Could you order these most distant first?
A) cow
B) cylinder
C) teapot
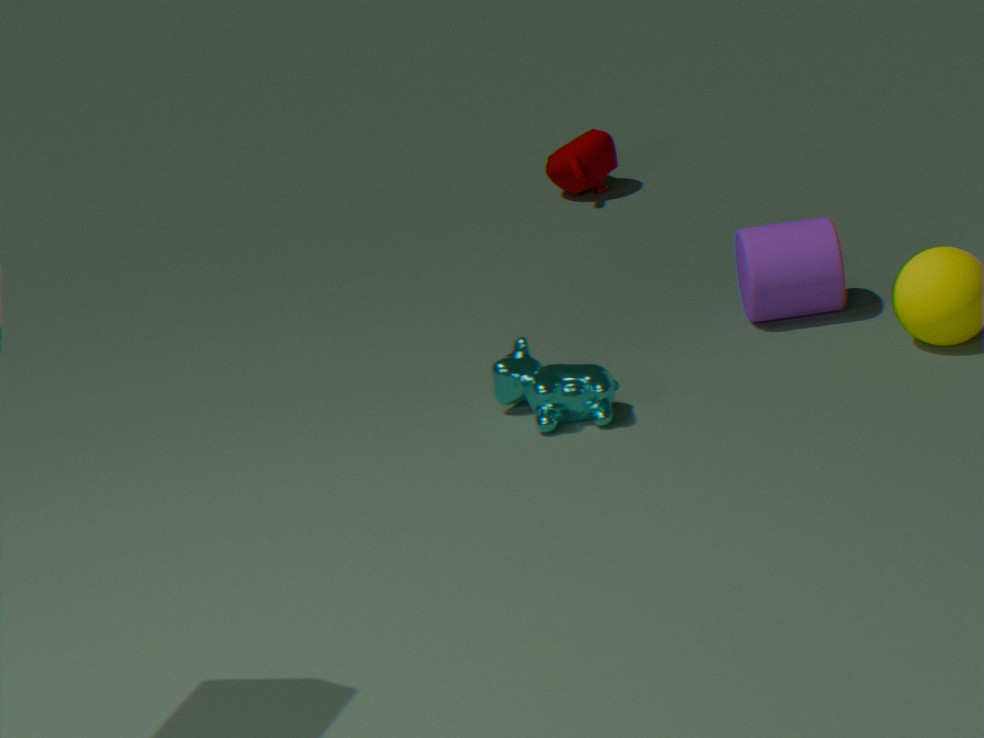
1. teapot
2. cylinder
3. cow
